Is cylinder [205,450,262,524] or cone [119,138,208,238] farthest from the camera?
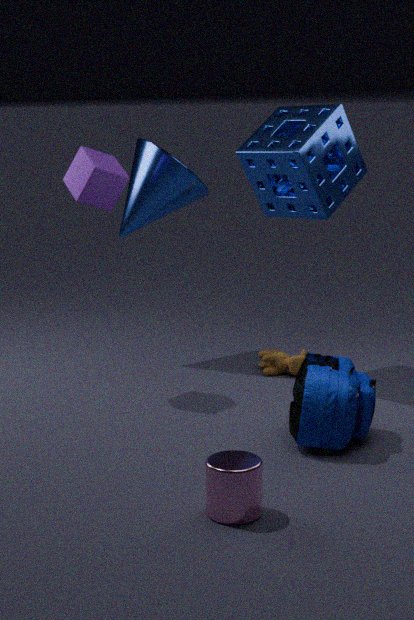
cone [119,138,208,238]
